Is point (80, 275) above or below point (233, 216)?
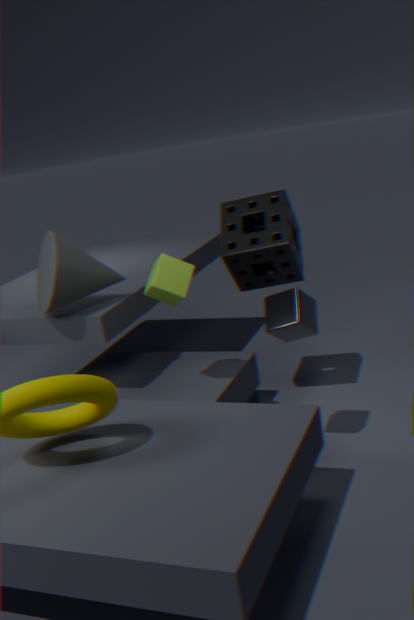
above
